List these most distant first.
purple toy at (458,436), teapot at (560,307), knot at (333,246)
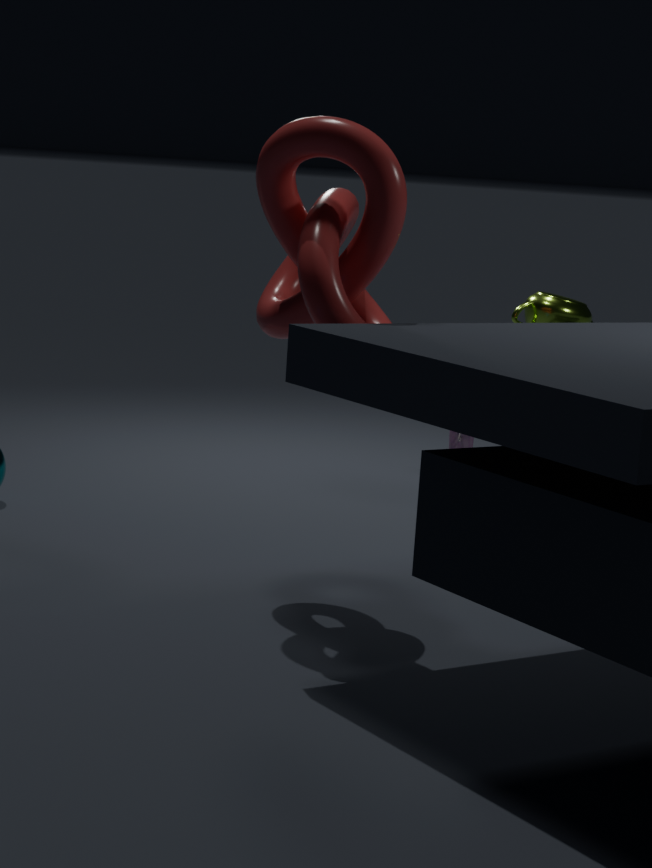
purple toy at (458,436) < teapot at (560,307) < knot at (333,246)
